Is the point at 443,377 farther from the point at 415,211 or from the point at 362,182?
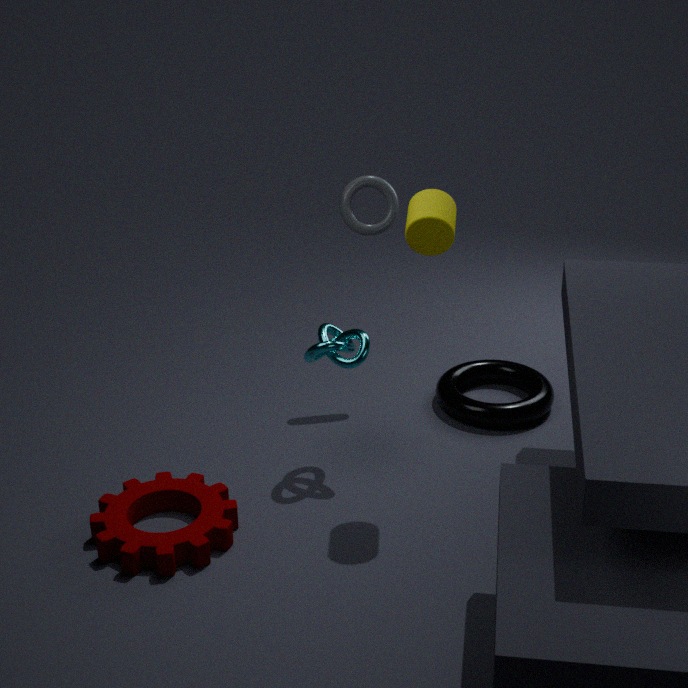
the point at 415,211
